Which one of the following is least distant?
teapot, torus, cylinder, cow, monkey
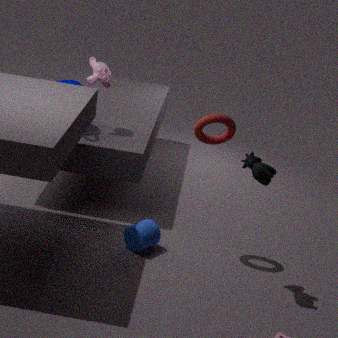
cow
